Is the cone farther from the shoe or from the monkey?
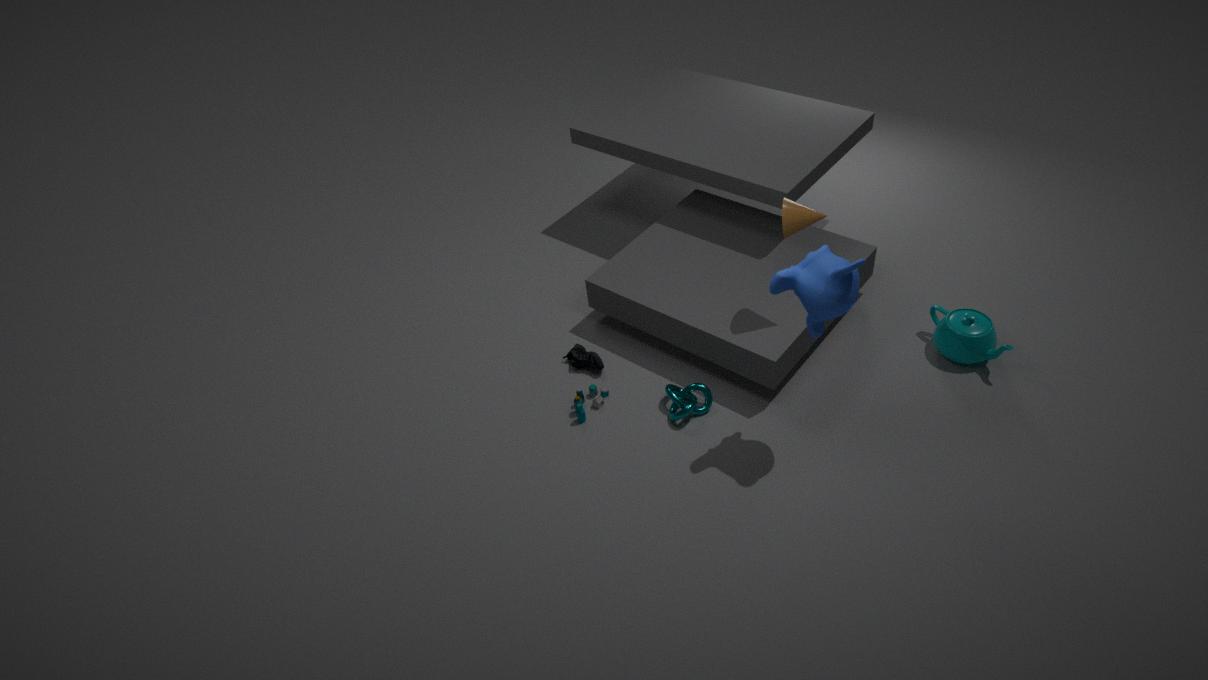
the shoe
